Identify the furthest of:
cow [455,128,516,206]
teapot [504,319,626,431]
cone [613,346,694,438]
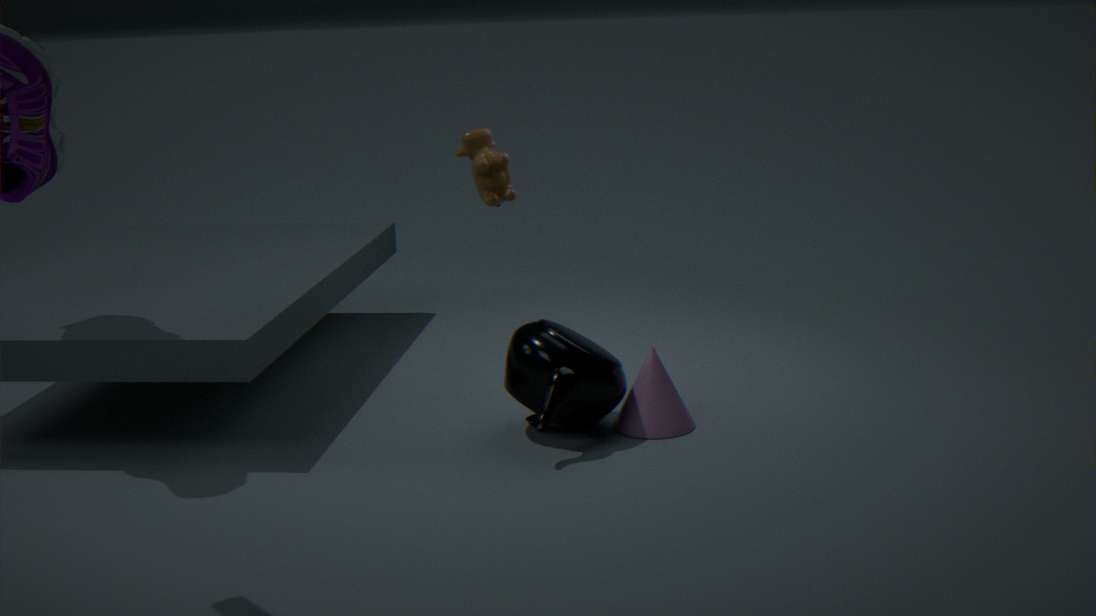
cow [455,128,516,206]
